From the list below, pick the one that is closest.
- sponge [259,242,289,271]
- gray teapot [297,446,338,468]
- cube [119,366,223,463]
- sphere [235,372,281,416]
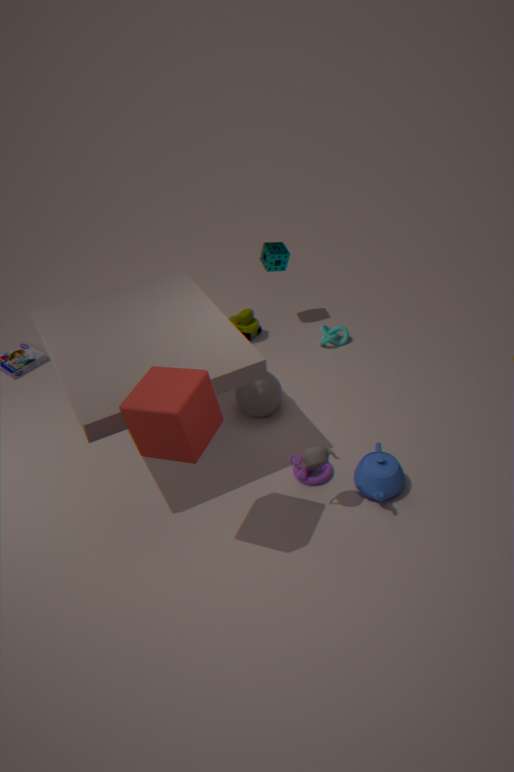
cube [119,366,223,463]
